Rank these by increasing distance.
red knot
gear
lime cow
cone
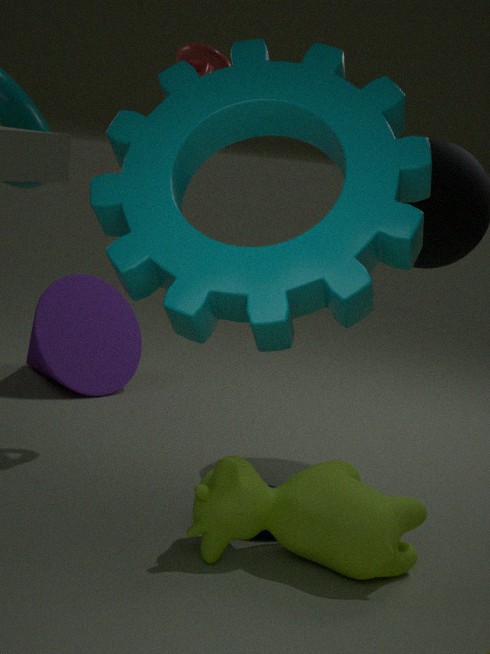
gear, lime cow, red knot, cone
